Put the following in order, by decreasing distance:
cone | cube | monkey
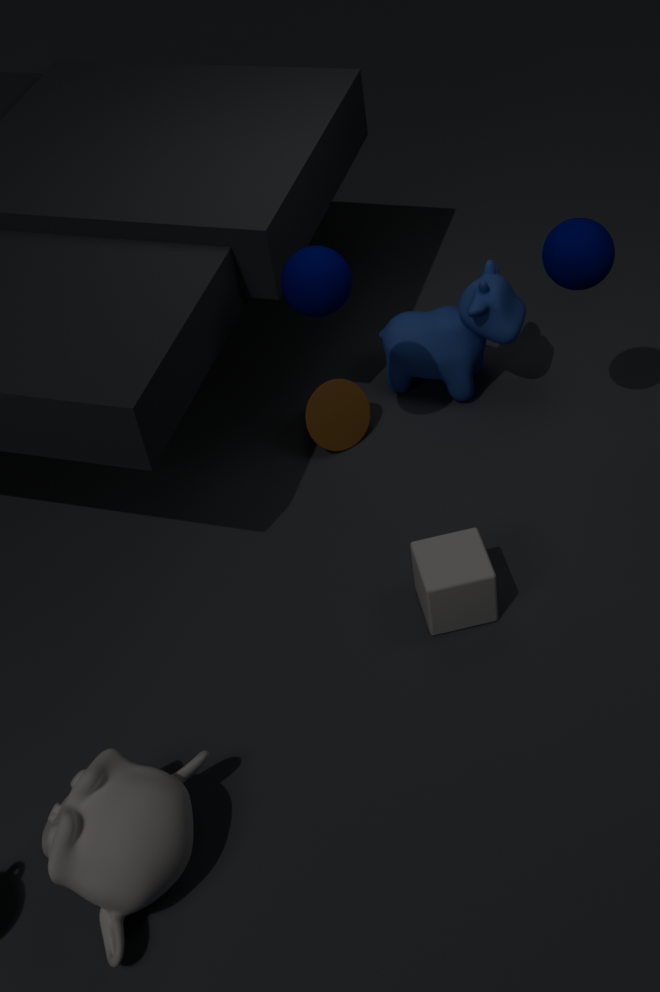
cone
cube
monkey
